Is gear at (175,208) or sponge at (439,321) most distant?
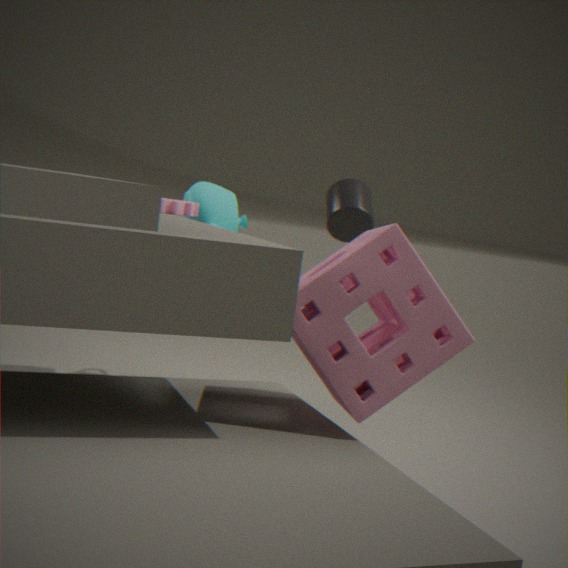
gear at (175,208)
